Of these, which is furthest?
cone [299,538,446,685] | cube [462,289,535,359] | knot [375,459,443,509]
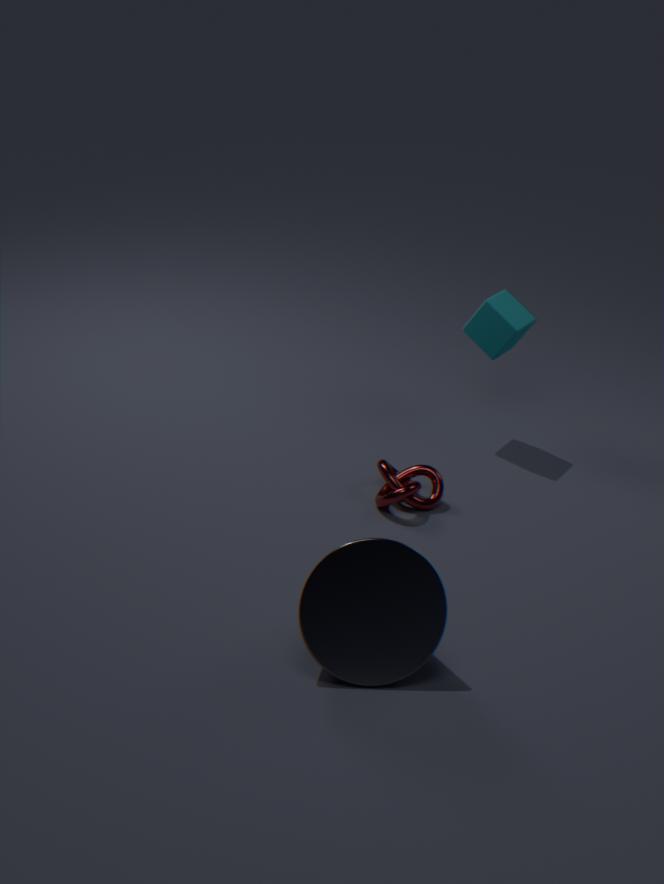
cube [462,289,535,359]
